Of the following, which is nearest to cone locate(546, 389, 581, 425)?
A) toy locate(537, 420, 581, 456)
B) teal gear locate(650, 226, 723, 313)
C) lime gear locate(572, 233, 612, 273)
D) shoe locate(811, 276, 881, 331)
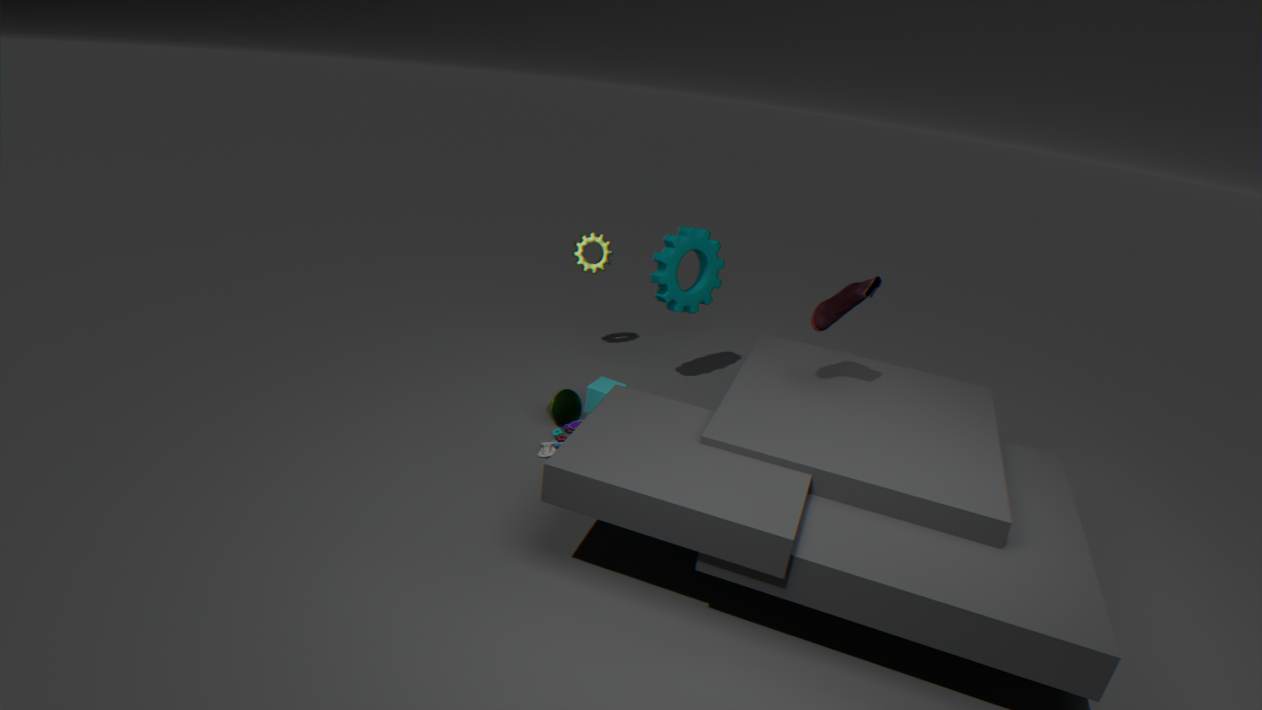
toy locate(537, 420, 581, 456)
